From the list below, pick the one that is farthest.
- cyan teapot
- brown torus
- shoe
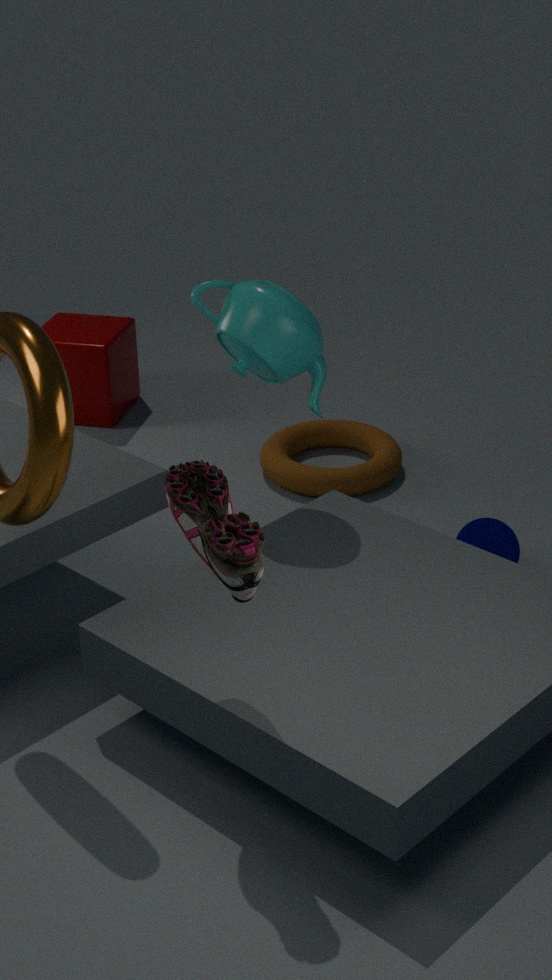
brown torus
